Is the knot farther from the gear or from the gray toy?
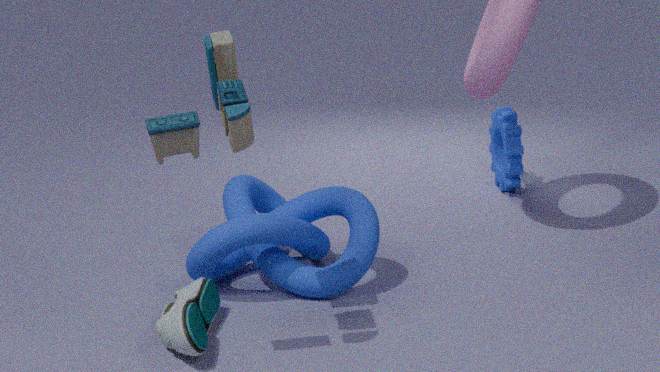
the gear
